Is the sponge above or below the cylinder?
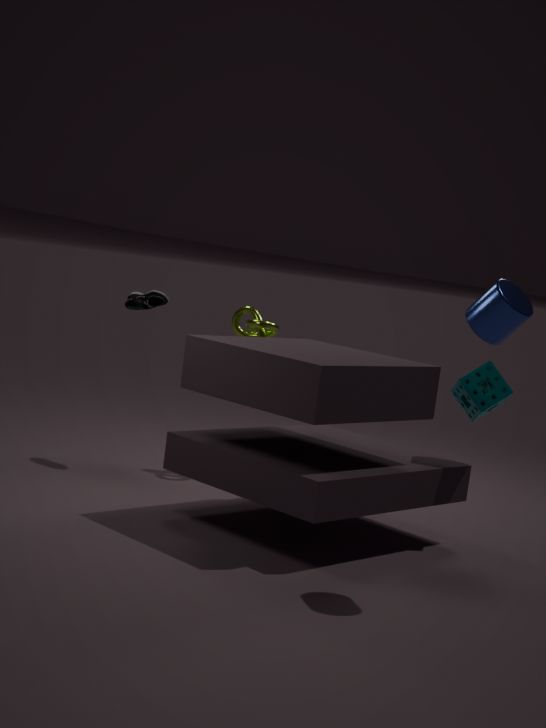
below
